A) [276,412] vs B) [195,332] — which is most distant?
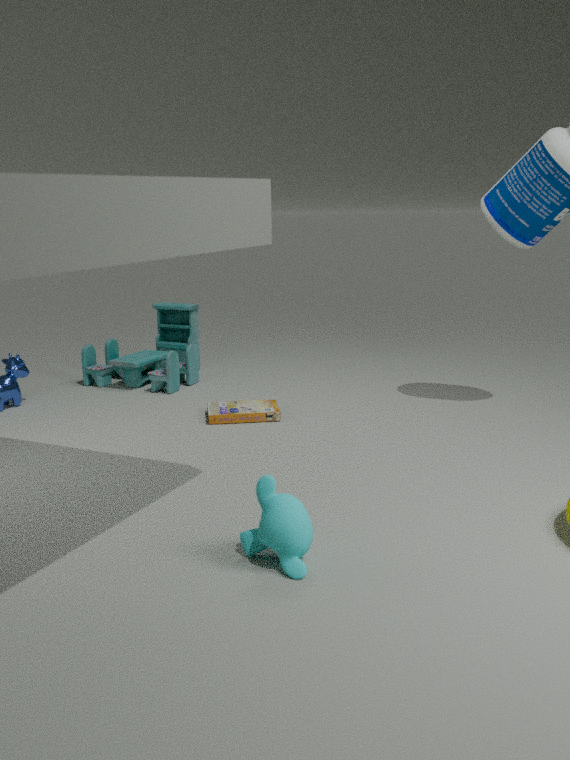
B. [195,332]
